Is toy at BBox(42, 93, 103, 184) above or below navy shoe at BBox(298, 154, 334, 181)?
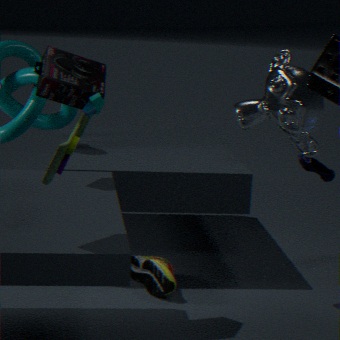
above
